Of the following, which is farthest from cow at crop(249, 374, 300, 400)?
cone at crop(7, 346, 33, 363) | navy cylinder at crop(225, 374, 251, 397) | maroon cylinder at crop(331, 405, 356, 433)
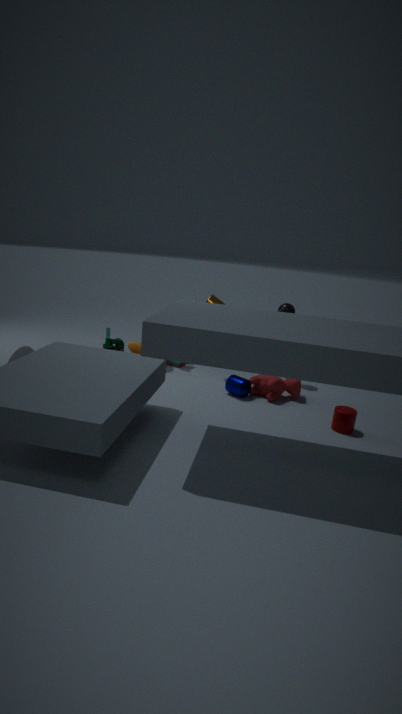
→ cone at crop(7, 346, 33, 363)
